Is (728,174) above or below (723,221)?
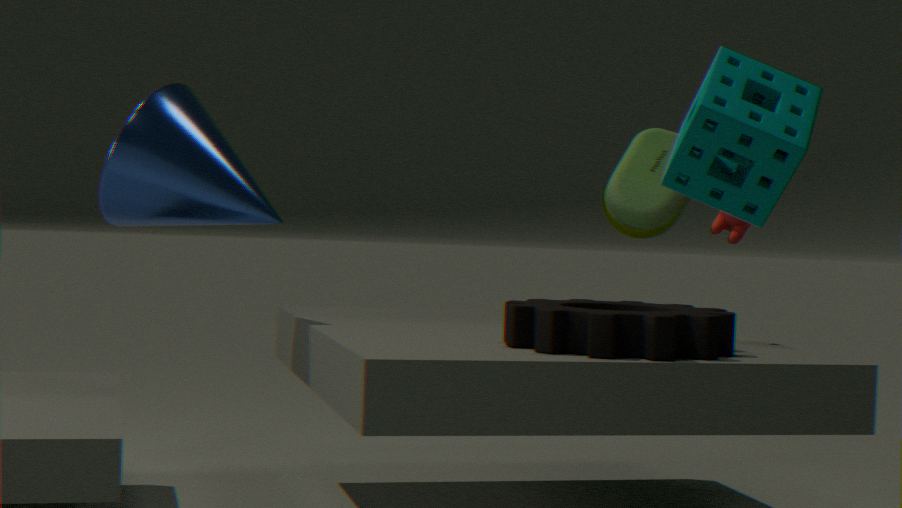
above
